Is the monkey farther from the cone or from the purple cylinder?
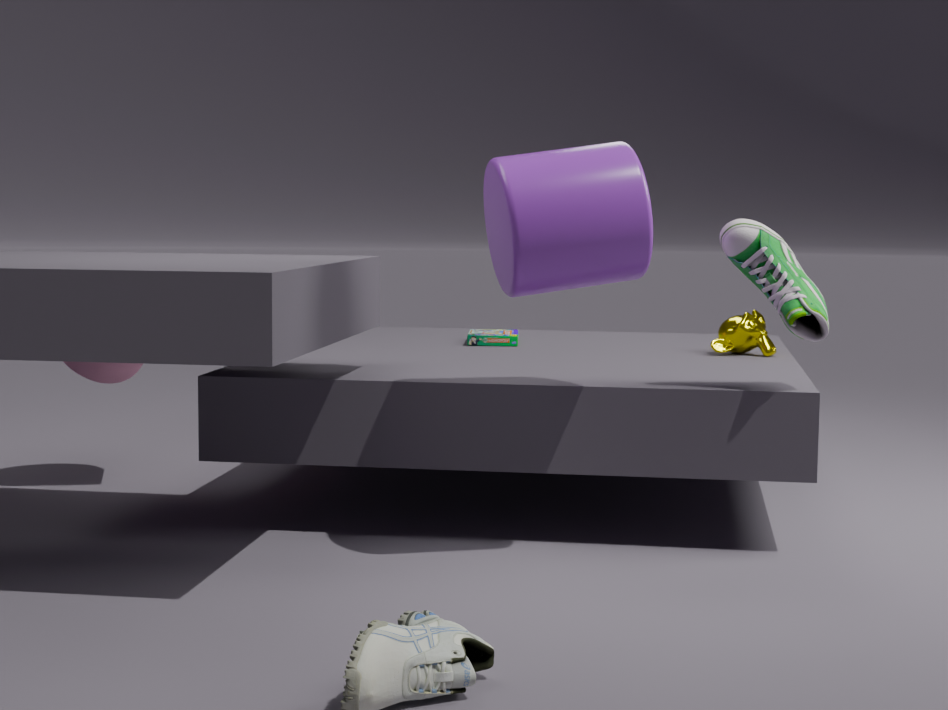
the cone
